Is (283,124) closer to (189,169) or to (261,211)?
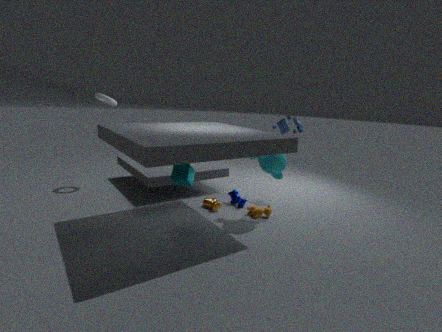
(261,211)
